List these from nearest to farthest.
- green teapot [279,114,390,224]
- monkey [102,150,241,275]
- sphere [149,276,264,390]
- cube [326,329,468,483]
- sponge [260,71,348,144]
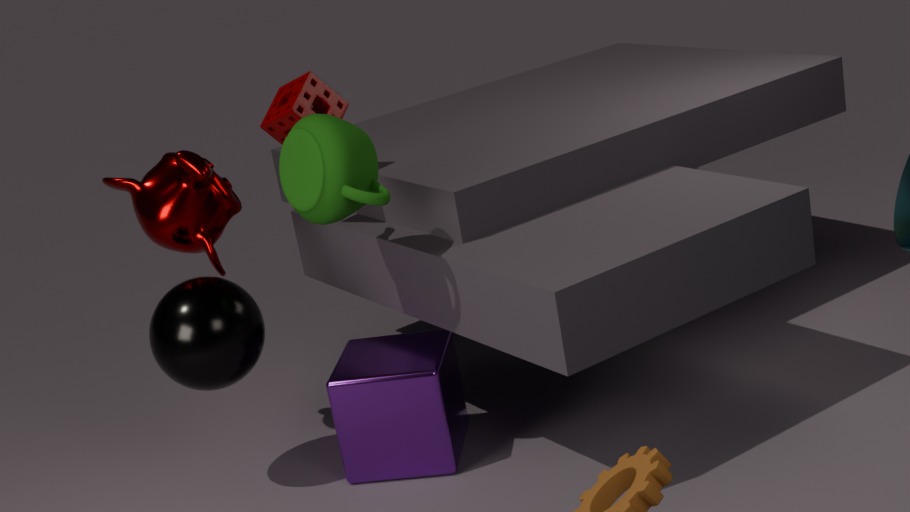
green teapot [279,114,390,224] → sphere [149,276,264,390] → cube [326,329,468,483] → monkey [102,150,241,275] → sponge [260,71,348,144]
